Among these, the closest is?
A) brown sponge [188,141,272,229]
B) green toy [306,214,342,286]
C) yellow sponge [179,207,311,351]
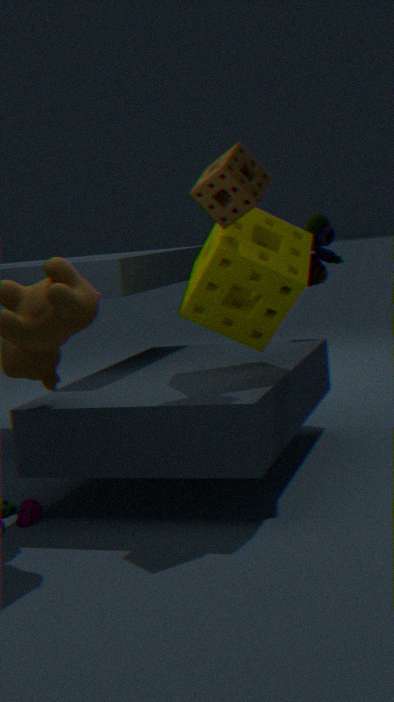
brown sponge [188,141,272,229]
